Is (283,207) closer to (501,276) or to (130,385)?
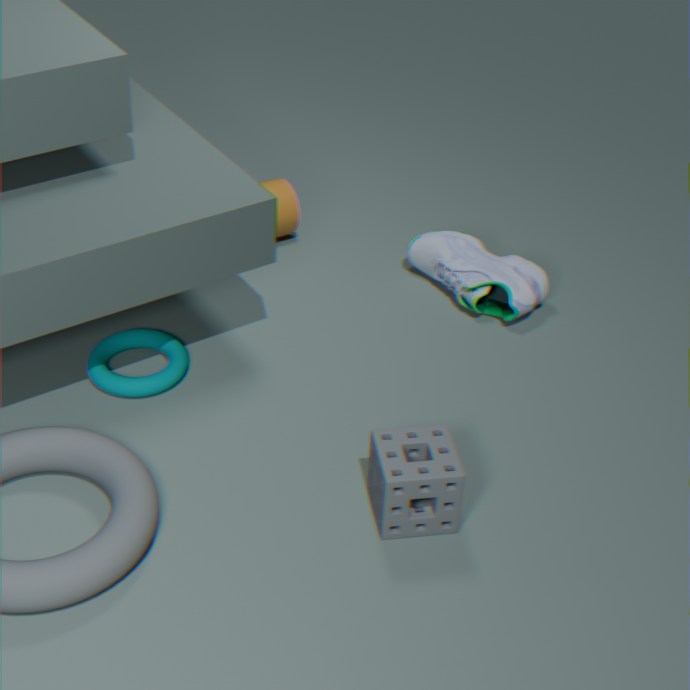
(501,276)
